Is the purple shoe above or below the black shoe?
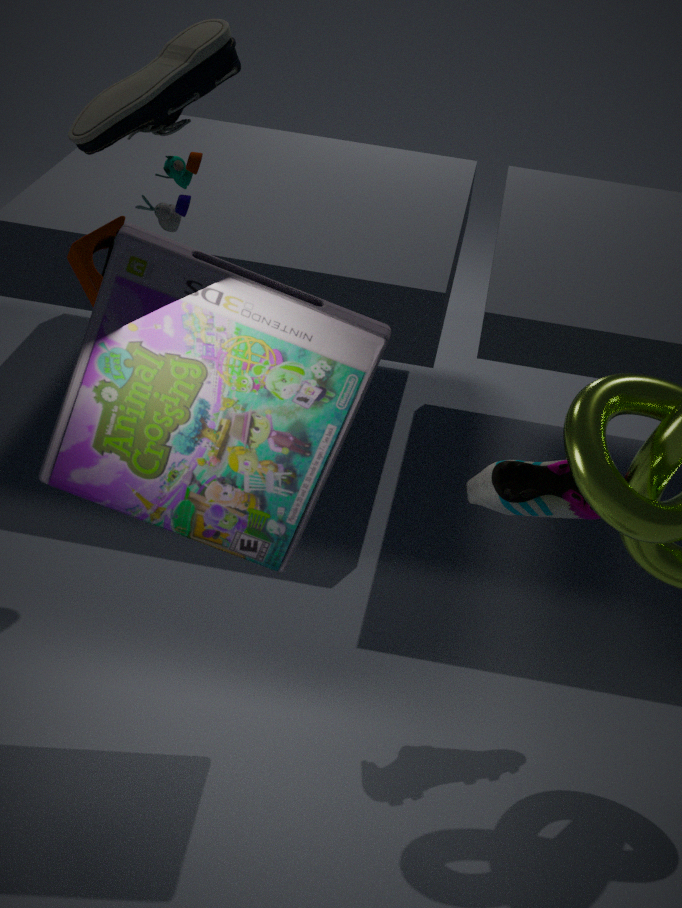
below
